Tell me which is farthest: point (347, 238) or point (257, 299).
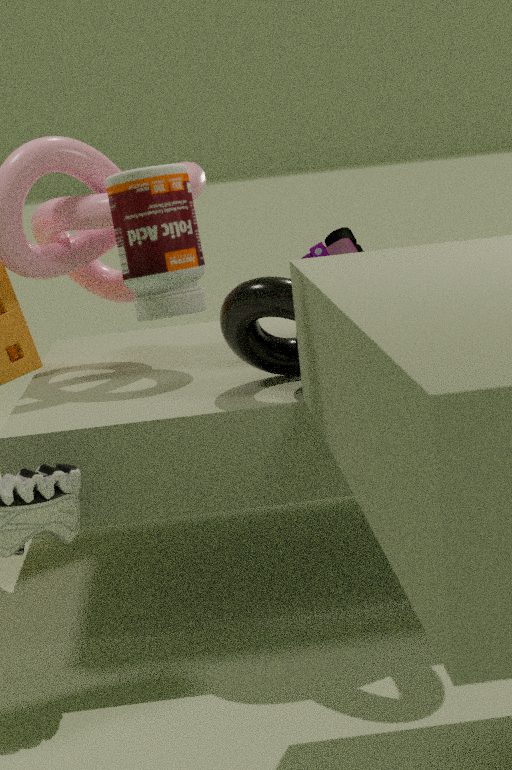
point (347, 238)
